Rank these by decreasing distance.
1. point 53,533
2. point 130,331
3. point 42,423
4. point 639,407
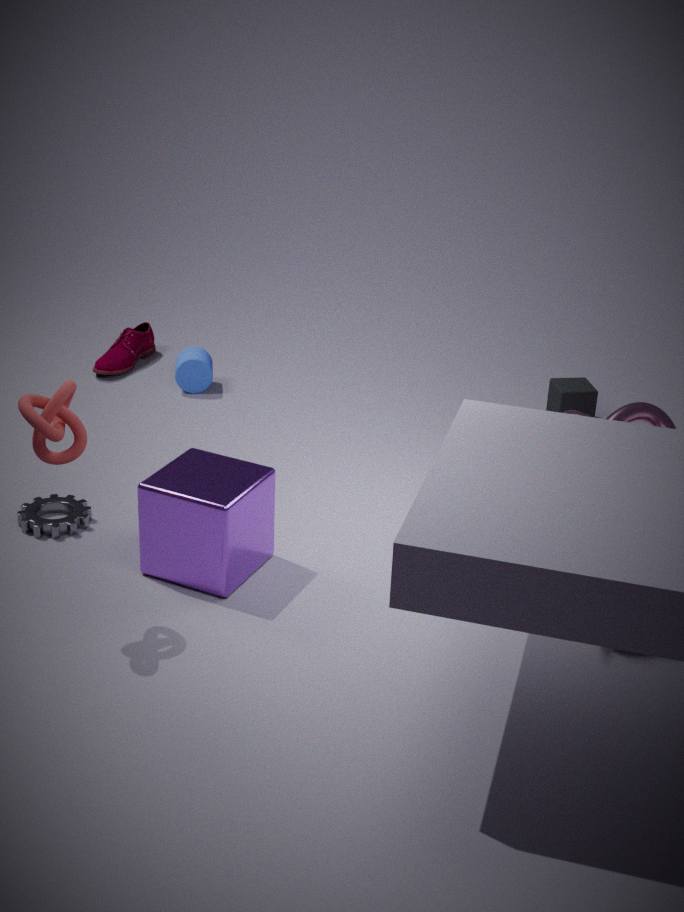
point 130,331
point 639,407
point 53,533
point 42,423
